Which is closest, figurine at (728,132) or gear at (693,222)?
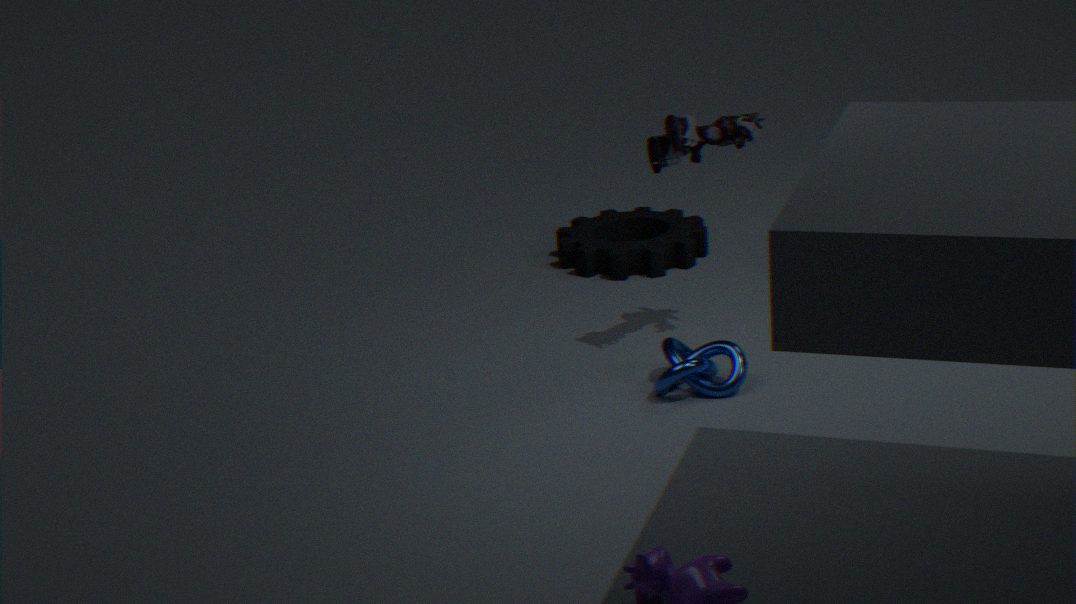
figurine at (728,132)
